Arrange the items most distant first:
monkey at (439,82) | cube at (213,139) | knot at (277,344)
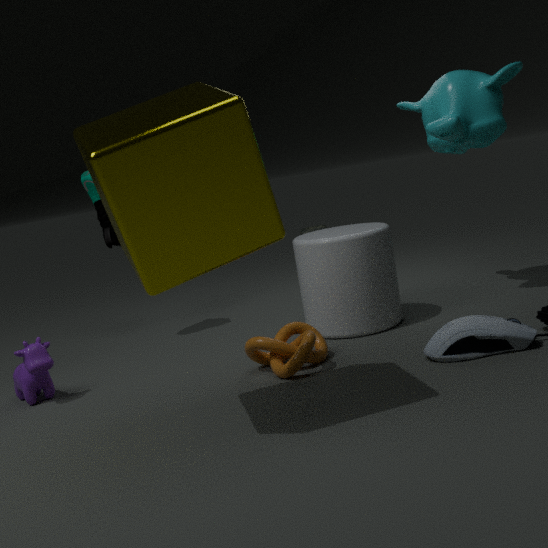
monkey at (439,82), knot at (277,344), cube at (213,139)
